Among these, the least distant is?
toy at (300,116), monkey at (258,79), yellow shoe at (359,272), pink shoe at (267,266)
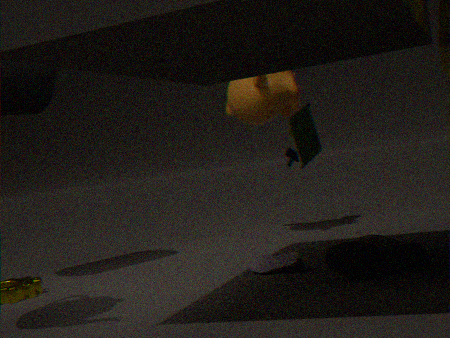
yellow shoe at (359,272)
